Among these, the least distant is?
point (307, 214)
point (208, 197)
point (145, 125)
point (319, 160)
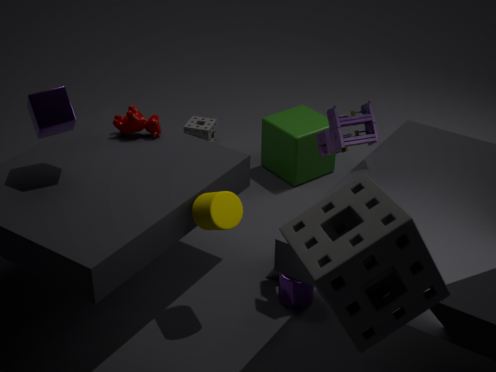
point (307, 214)
